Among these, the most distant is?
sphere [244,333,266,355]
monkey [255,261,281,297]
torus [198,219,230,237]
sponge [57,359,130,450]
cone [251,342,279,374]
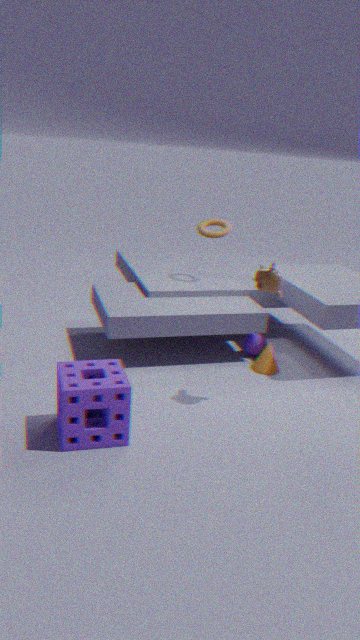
torus [198,219,230,237]
